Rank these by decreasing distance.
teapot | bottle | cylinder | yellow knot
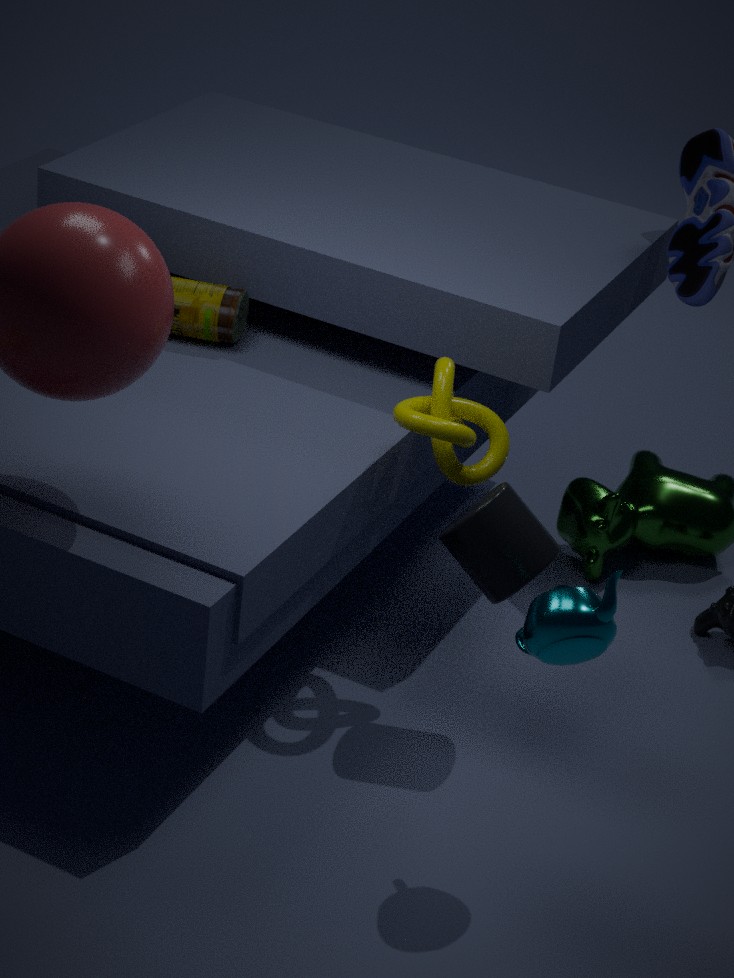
bottle, yellow knot, cylinder, teapot
